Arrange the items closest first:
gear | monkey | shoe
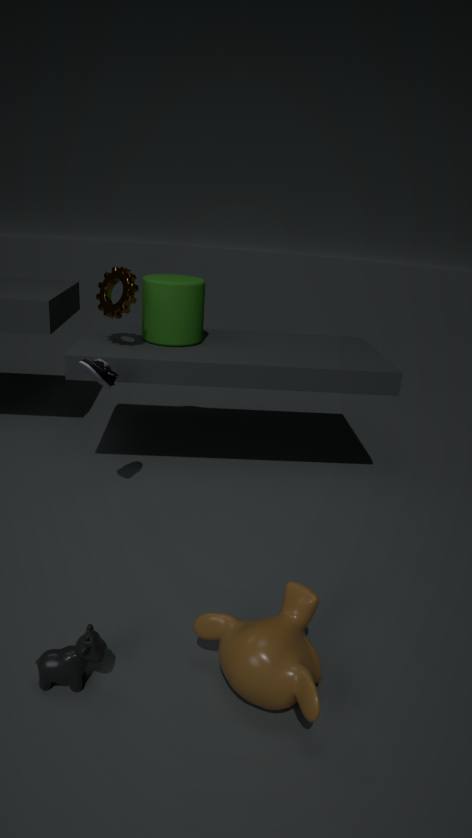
monkey < shoe < gear
